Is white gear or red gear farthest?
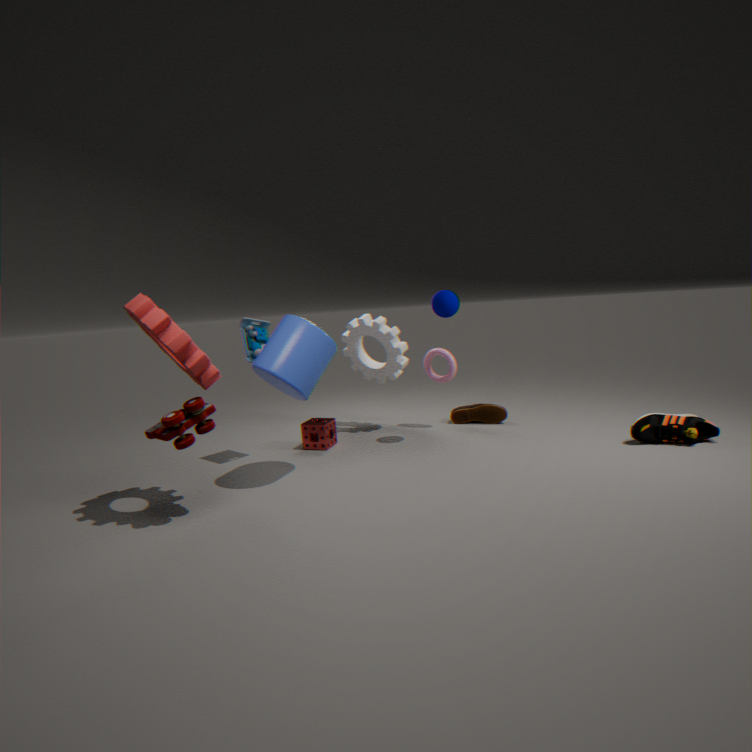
white gear
